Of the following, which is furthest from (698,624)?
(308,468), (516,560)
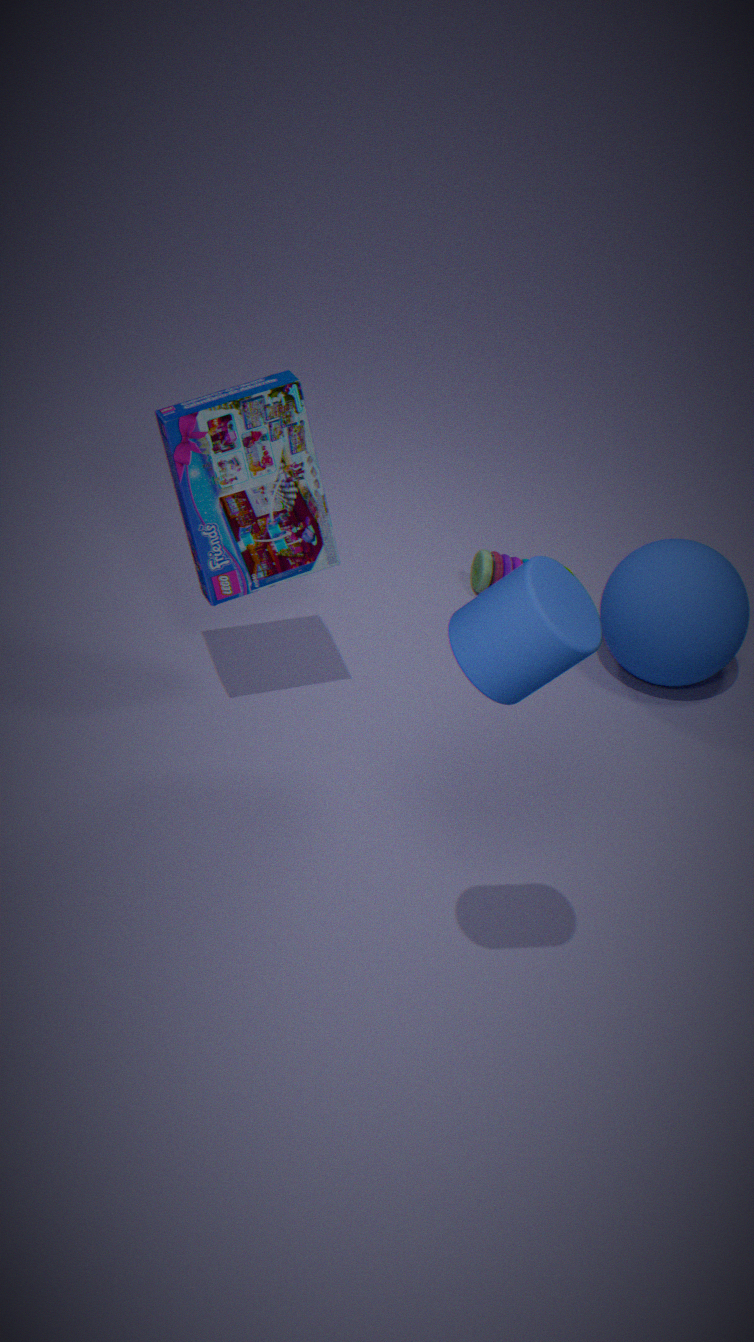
(308,468)
